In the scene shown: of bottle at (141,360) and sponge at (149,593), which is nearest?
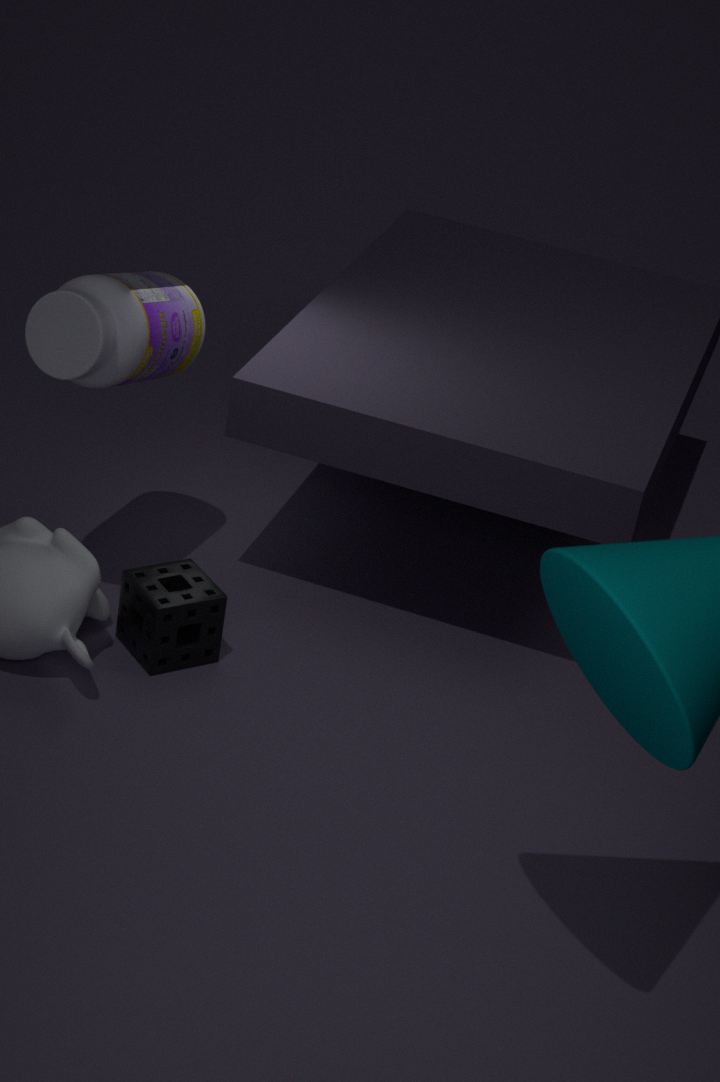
bottle at (141,360)
